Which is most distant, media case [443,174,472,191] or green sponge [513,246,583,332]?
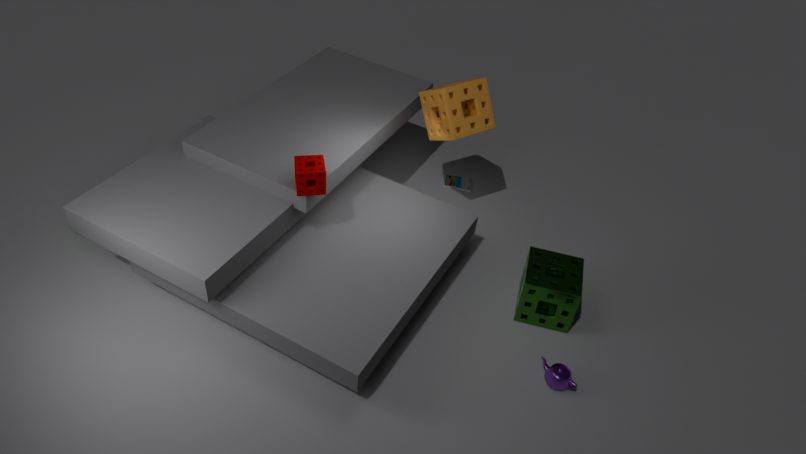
media case [443,174,472,191]
